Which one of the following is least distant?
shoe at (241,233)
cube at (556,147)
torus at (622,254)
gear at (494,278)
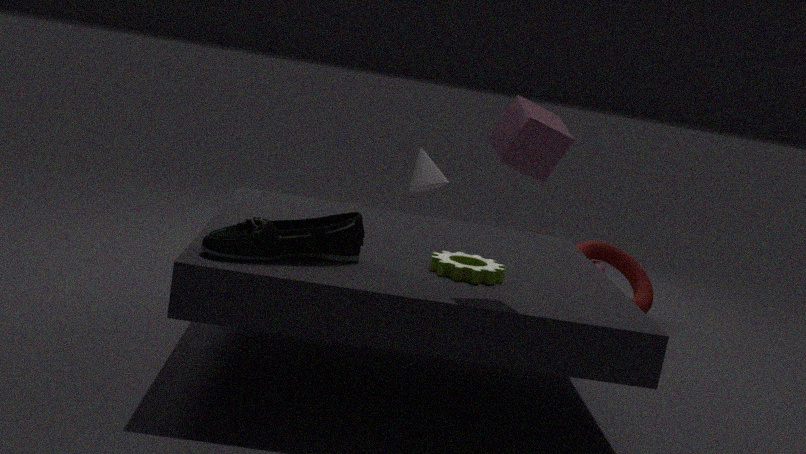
cube at (556,147)
